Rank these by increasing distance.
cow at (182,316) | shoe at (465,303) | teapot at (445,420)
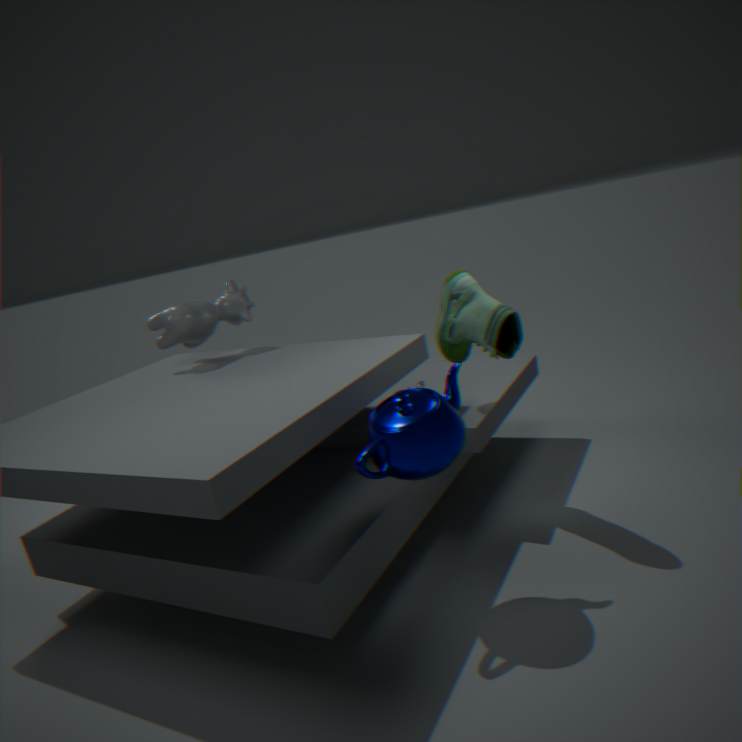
1. teapot at (445,420)
2. shoe at (465,303)
3. cow at (182,316)
